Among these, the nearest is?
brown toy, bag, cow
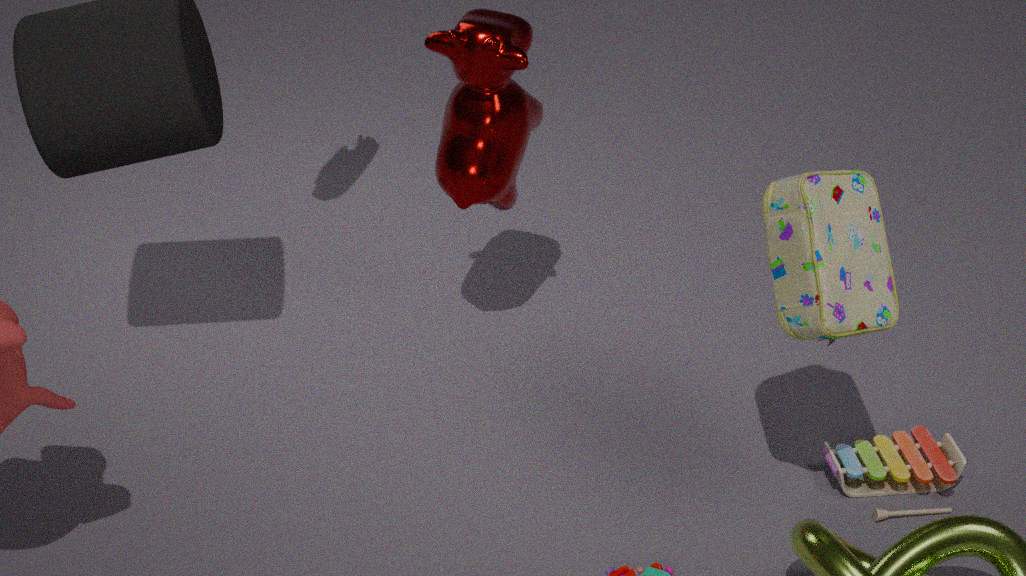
bag
